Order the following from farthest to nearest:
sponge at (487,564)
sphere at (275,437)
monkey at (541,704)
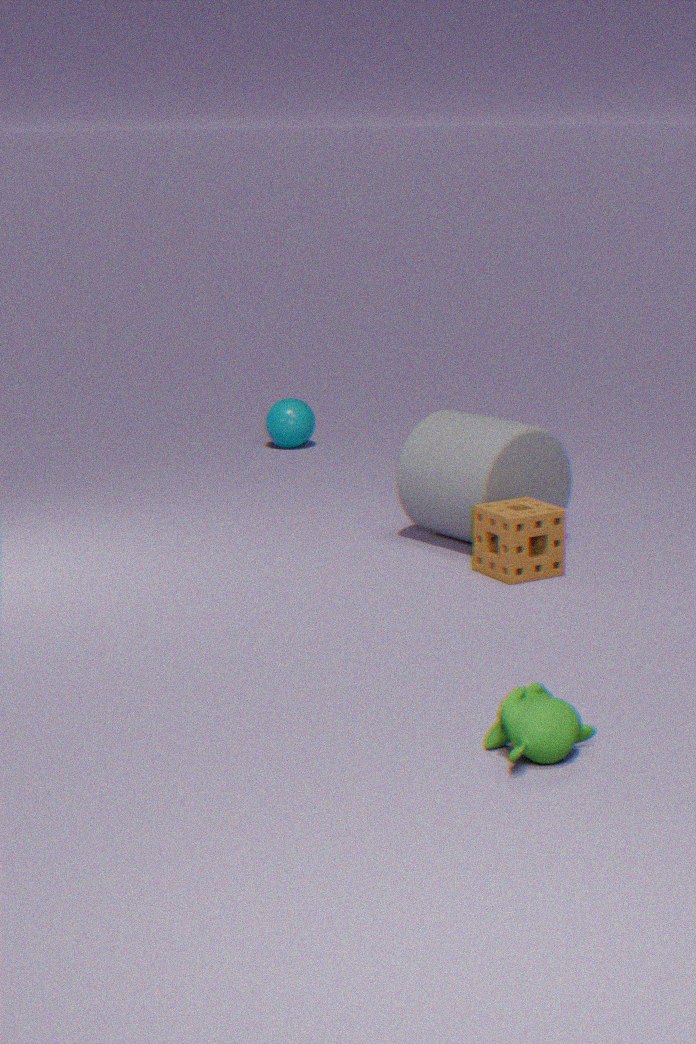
sphere at (275,437) < sponge at (487,564) < monkey at (541,704)
